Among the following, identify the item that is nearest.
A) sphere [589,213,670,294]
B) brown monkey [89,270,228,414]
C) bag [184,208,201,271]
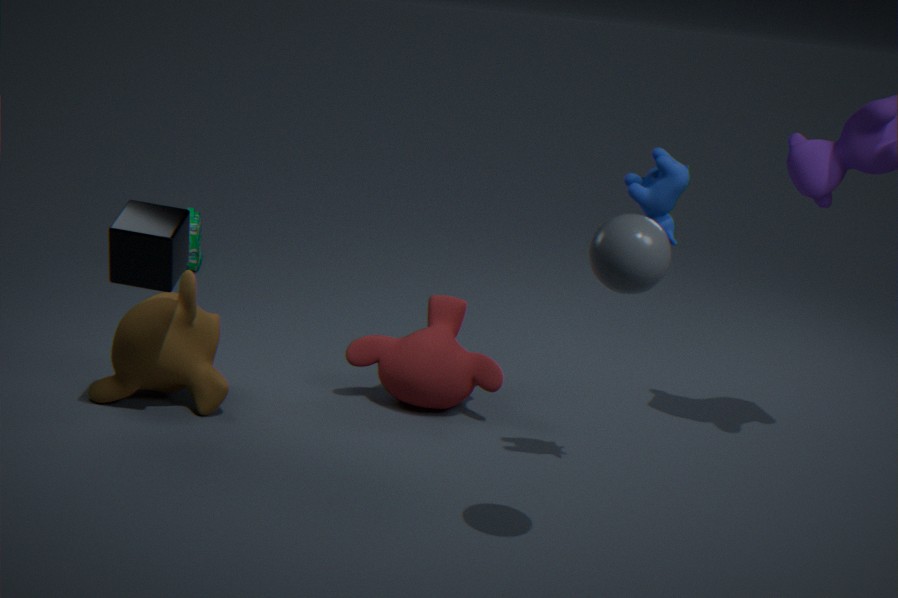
sphere [589,213,670,294]
